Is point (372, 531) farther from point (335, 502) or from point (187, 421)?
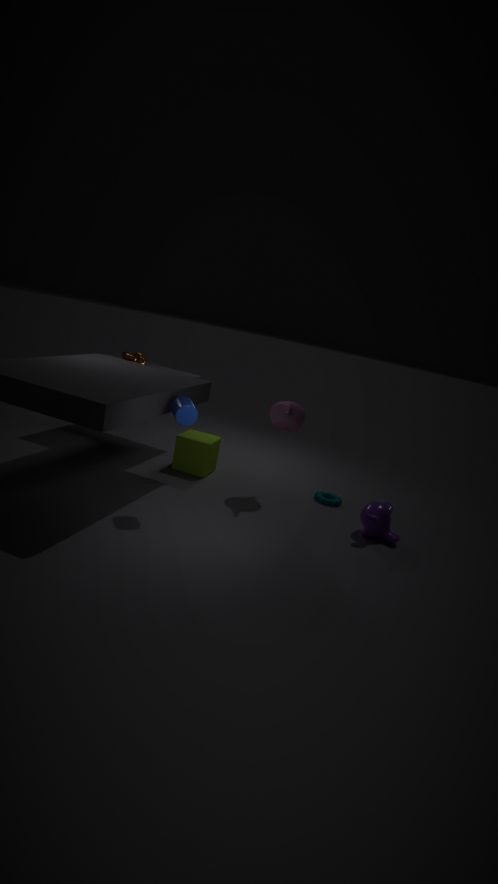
point (187, 421)
